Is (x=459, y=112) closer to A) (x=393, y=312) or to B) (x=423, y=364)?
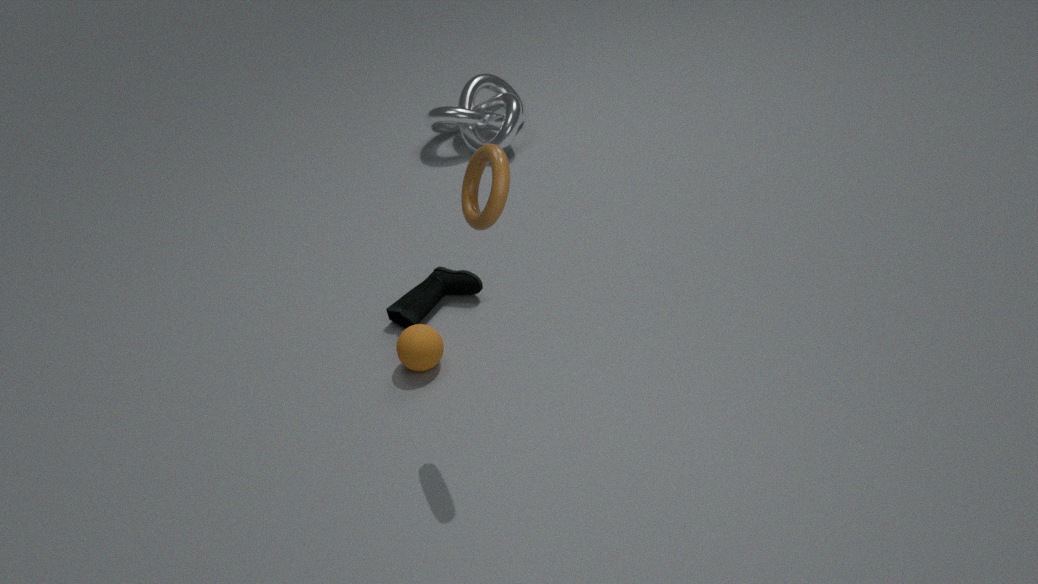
A) (x=393, y=312)
